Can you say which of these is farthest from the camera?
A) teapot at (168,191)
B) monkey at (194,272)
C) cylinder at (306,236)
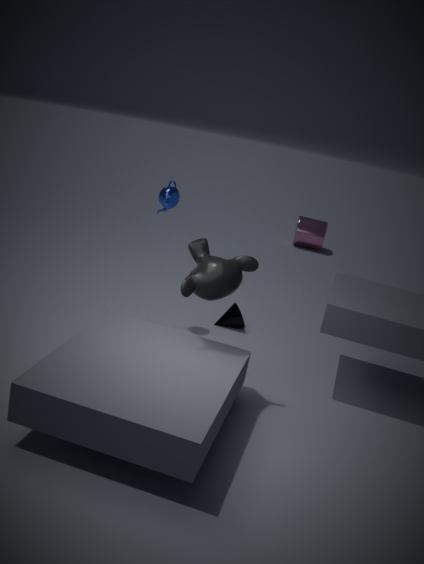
cylinder at (306,236)
